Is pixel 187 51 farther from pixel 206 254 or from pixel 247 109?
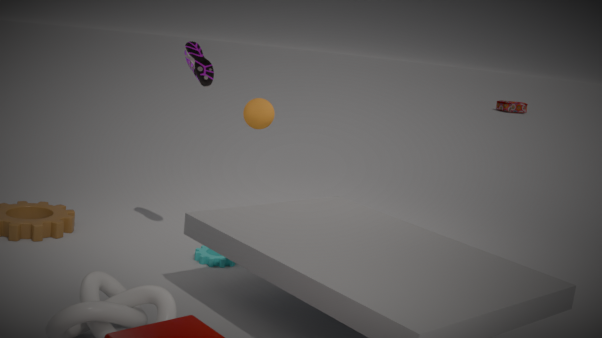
pixel 206 254
